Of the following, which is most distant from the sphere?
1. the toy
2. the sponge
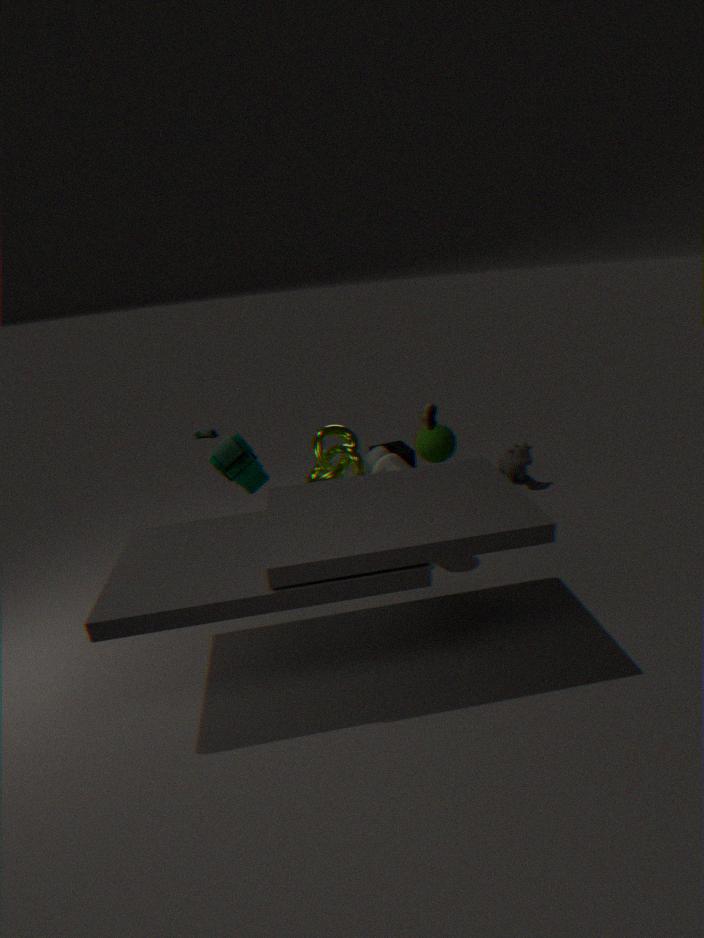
the toy
